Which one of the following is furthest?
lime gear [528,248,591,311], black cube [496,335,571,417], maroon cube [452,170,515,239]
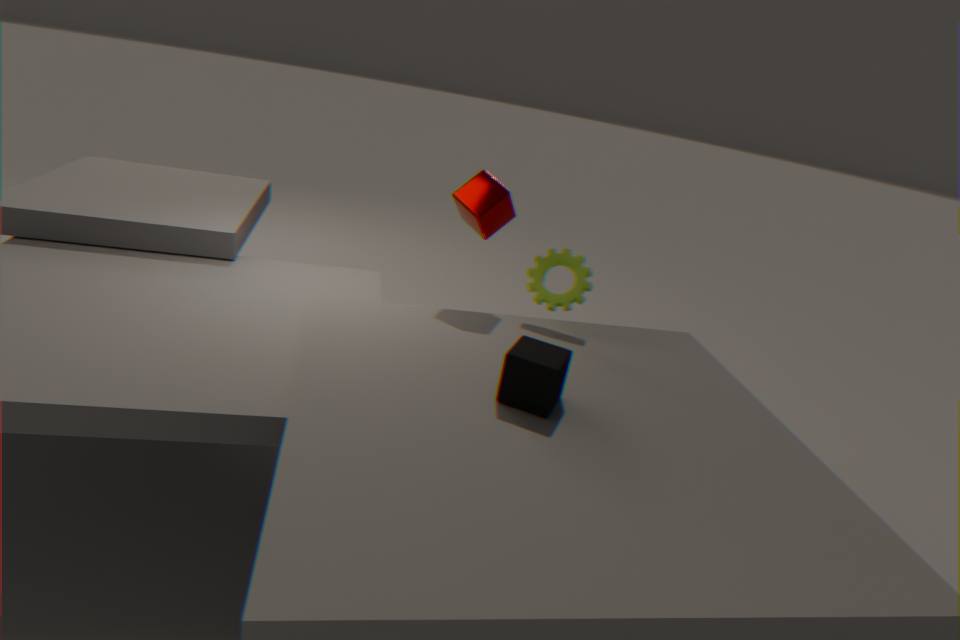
lime gear [528,248,591,311]
